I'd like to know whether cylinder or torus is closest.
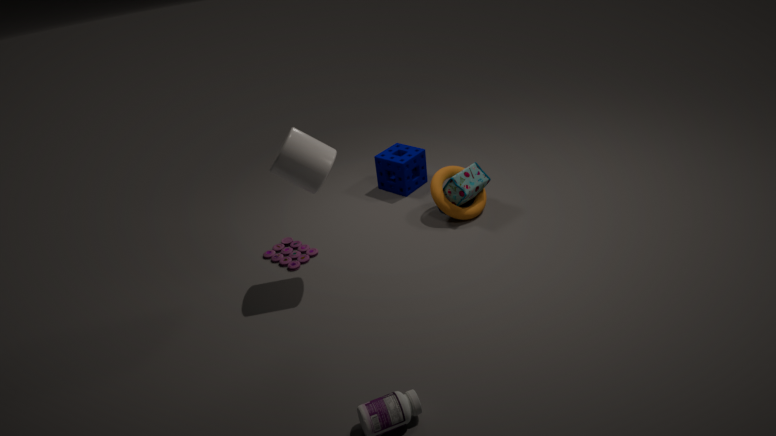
cylinder
